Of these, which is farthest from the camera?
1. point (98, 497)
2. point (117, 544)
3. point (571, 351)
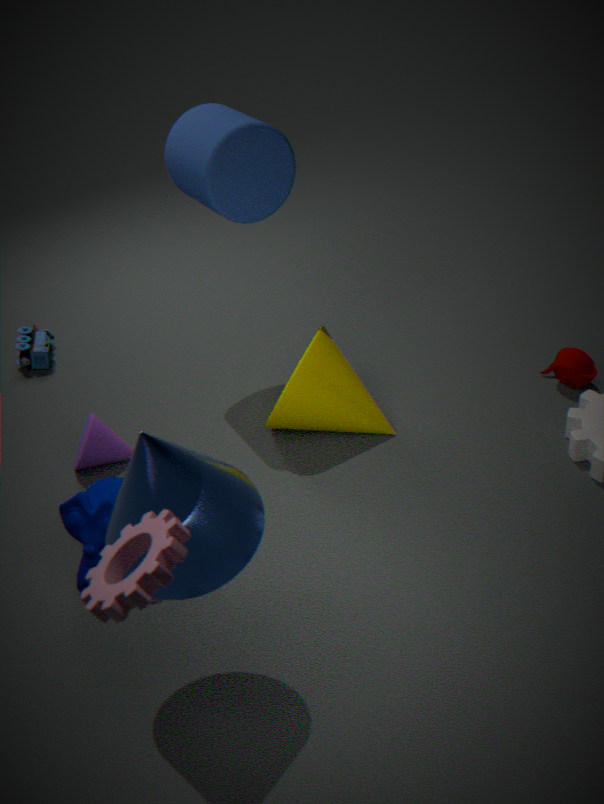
point (571, 351)
